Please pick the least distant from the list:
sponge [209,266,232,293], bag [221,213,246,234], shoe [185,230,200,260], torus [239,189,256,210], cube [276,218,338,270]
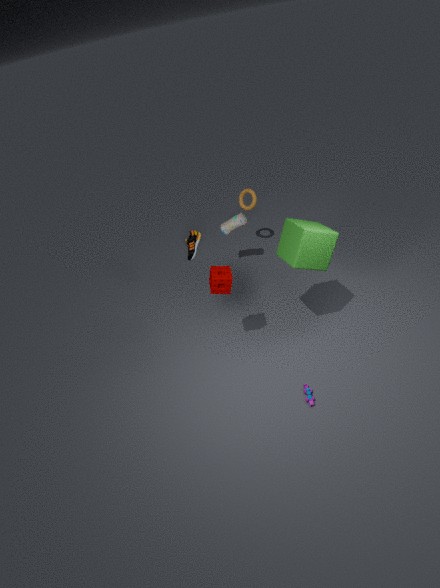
cube [276,218,338,270]
